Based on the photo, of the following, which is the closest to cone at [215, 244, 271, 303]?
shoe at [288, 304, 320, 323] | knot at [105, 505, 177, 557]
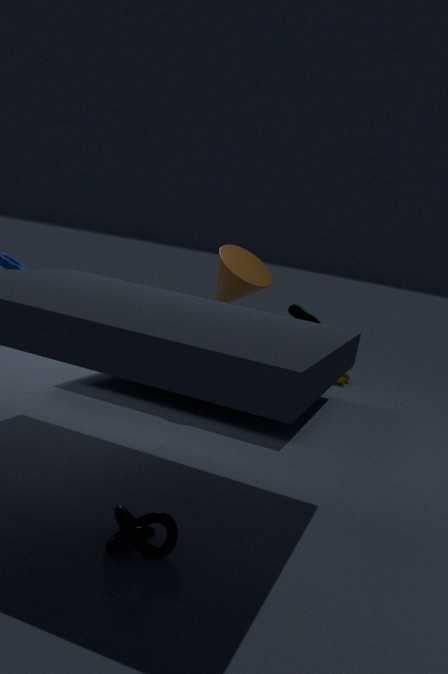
shoe at [288, 304, 320, 323]
